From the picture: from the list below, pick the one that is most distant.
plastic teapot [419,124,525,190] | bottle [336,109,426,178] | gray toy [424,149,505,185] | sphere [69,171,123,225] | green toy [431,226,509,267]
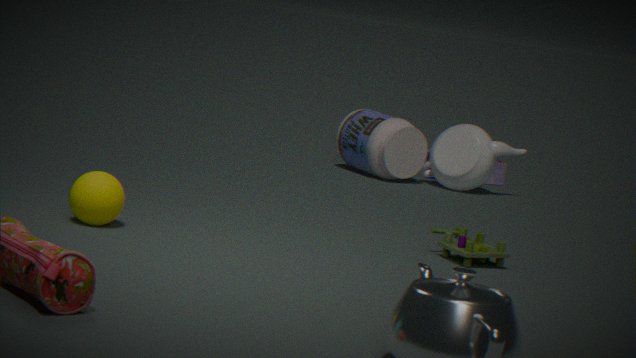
gray toy [424,149,505,185]
